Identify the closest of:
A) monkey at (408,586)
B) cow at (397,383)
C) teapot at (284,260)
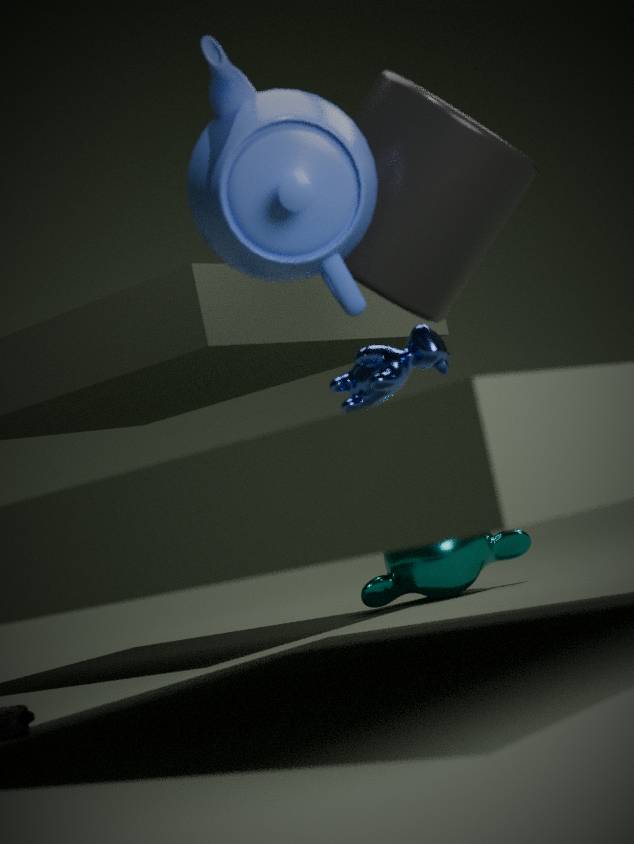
teapot at (284,260)
